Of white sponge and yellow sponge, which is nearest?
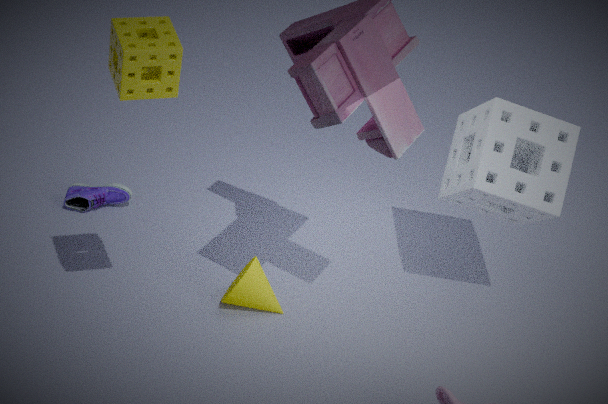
yellow sponge
